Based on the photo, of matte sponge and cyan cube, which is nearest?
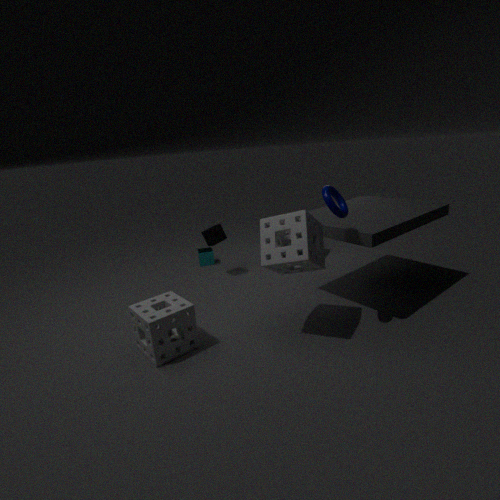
matte sponge
